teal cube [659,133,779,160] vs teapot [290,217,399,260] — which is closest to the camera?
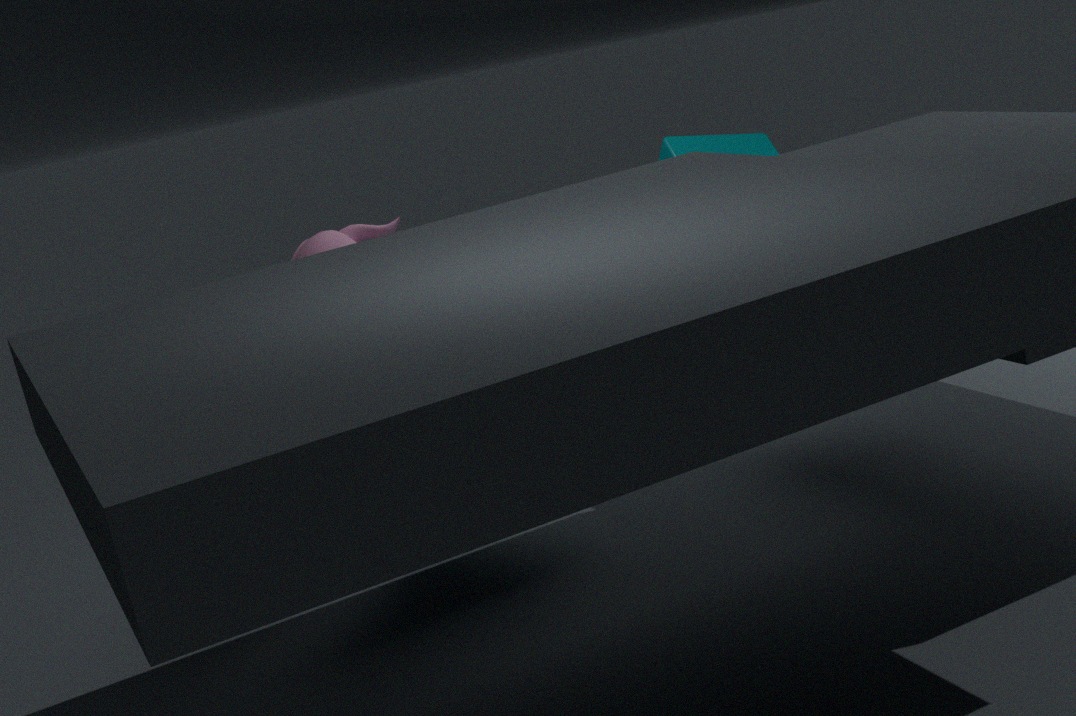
teapot [290,217,399,260]
